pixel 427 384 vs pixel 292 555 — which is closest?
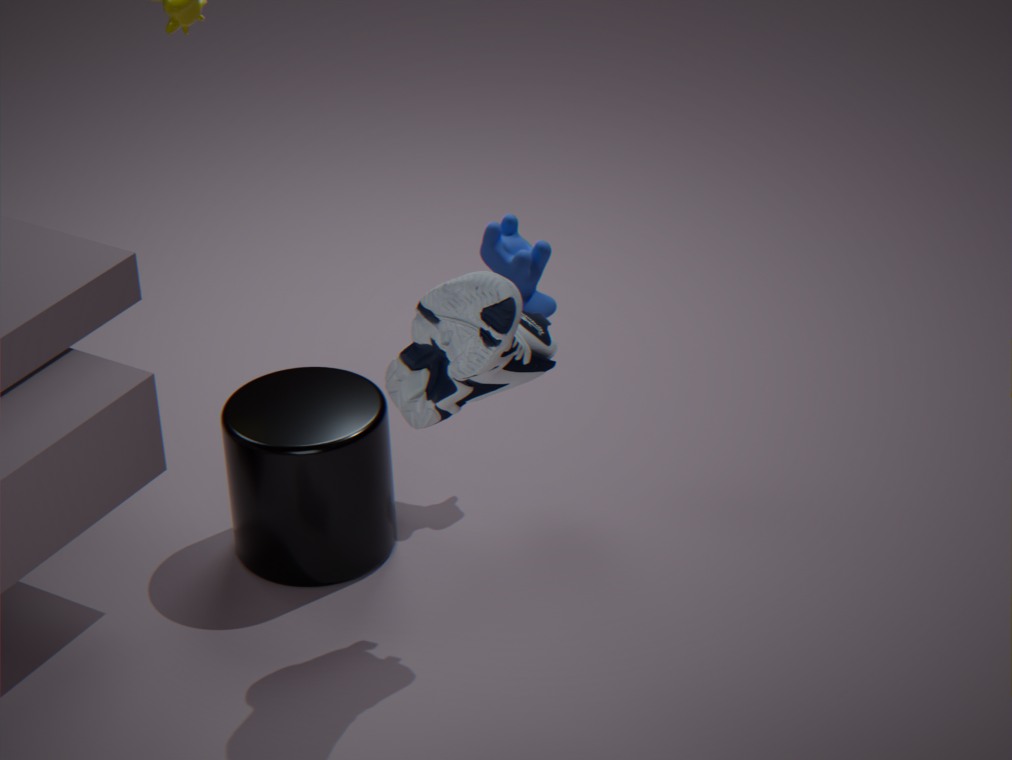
pixel 427 384
